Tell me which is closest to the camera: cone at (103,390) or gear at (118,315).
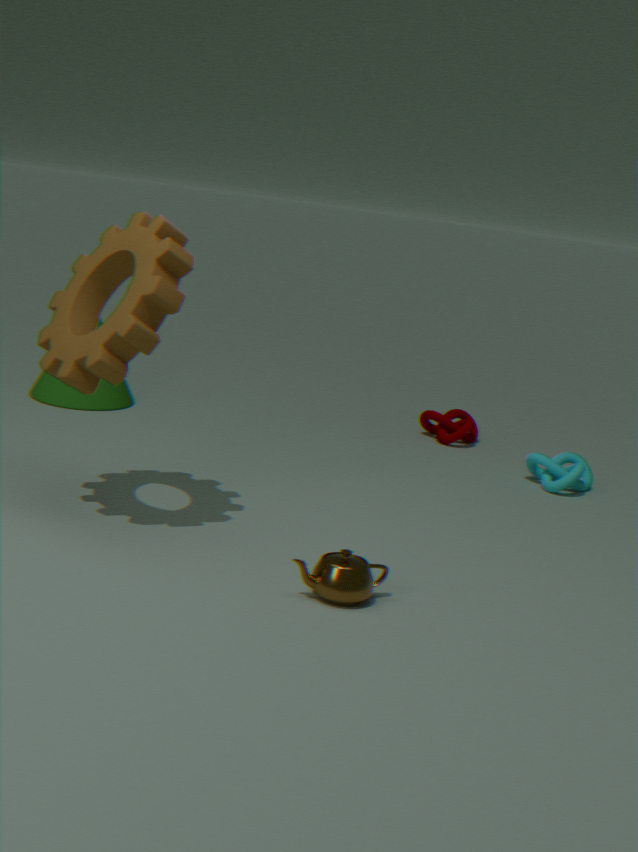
gear at (118,315)
